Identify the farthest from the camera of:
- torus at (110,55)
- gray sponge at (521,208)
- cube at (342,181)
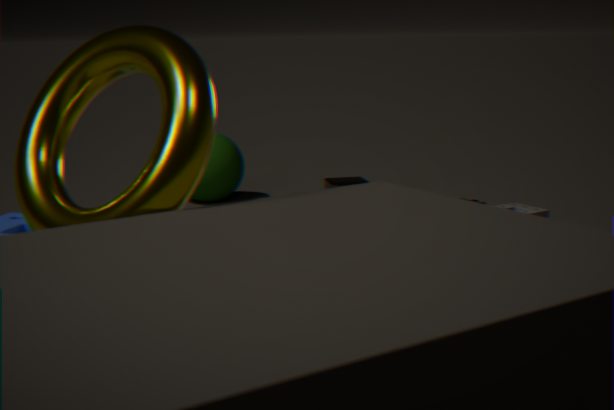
cube at (342,181)
